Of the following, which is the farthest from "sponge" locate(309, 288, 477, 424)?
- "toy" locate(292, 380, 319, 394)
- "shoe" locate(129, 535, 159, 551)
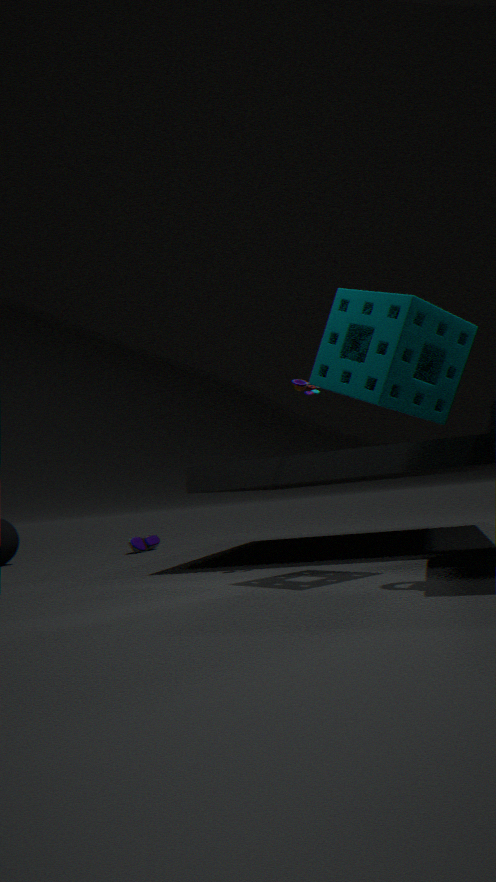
"shoe" locate(129, 535, 159, 551)
